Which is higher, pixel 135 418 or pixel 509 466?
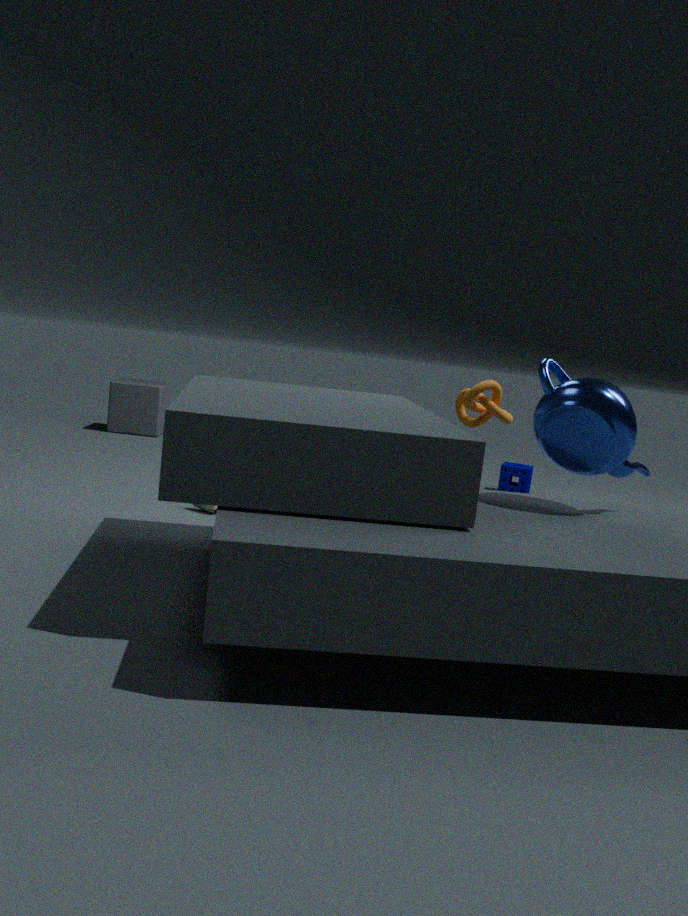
pixel 135 418
